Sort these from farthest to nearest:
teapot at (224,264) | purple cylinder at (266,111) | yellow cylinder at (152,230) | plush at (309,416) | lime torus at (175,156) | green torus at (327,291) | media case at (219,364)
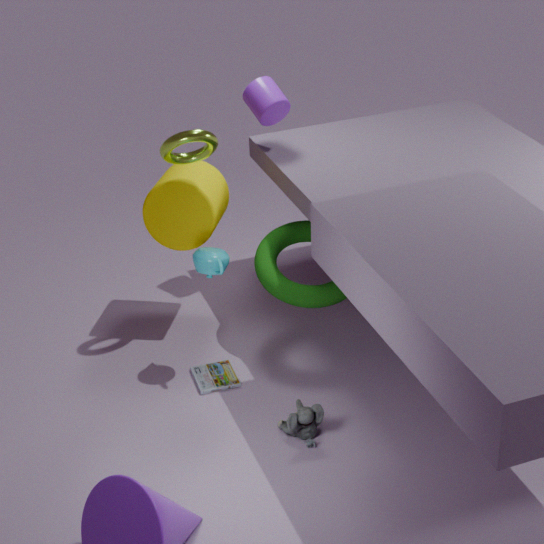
purple cylinder at (266,111) < yellow cylinder at (152,230) < green torus at (327,291) < media case at (219,364) < teapot at (224,264) < lime torus at (175,156) < plush at (309,416)
